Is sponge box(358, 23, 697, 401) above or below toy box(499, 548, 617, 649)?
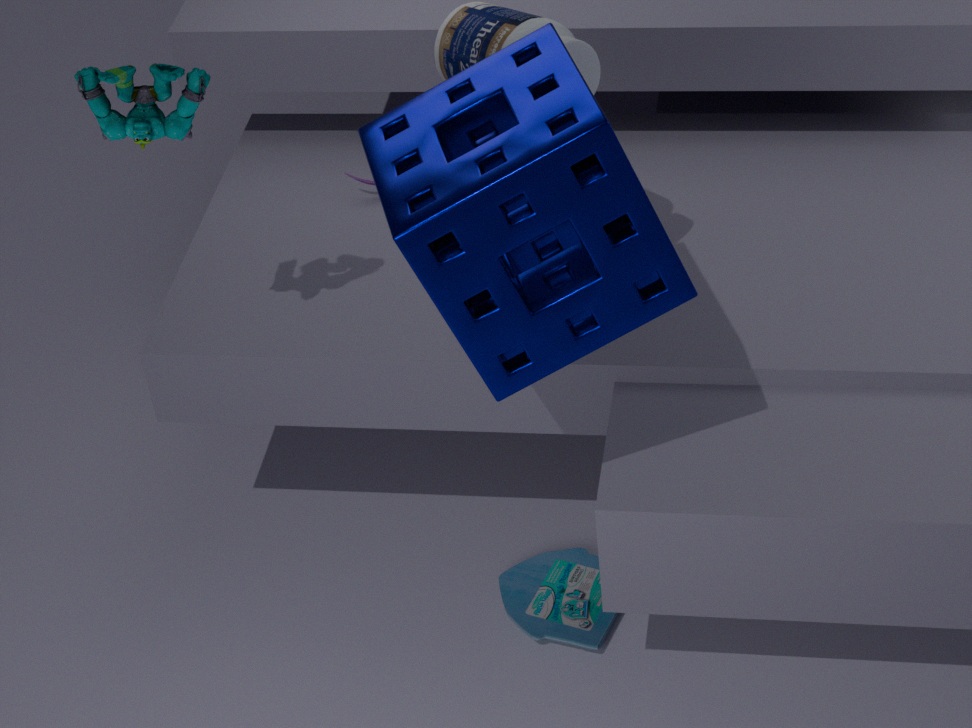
above
